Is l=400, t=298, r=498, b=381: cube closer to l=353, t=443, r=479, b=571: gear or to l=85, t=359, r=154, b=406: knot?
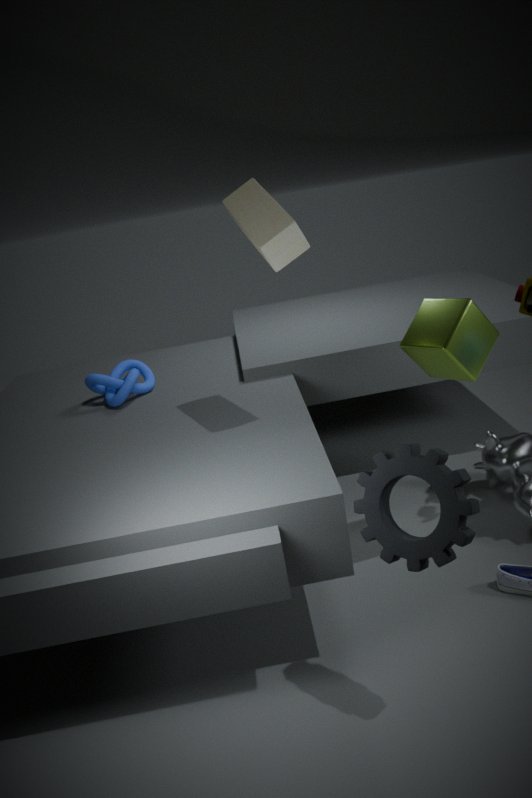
l=353, t=443, r=479, b=571: gear
